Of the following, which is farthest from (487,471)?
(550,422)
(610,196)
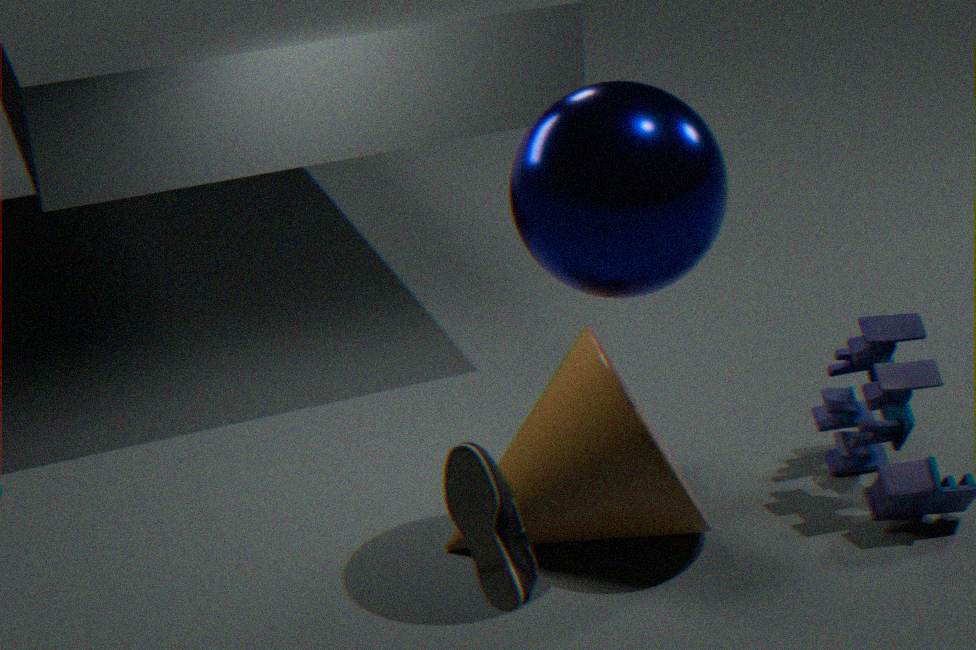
(550,422)
